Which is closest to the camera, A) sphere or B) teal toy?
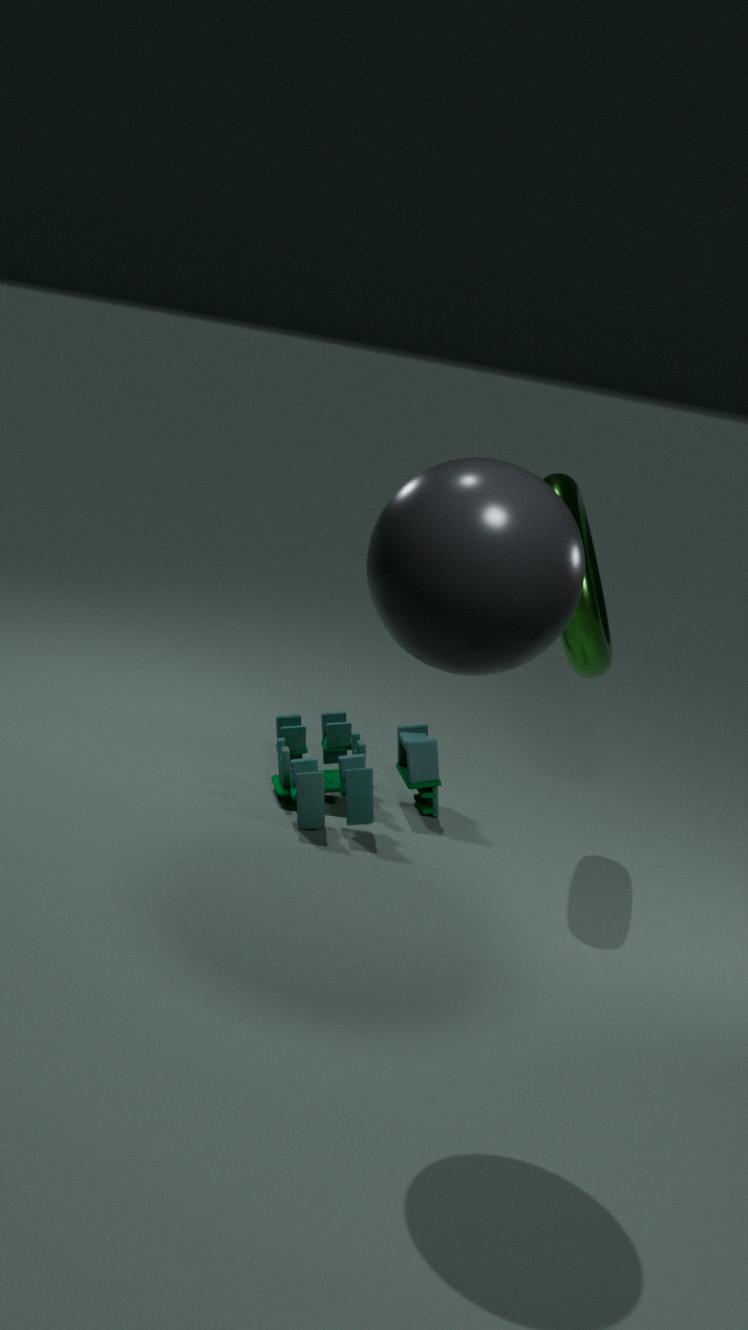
A. sphere
